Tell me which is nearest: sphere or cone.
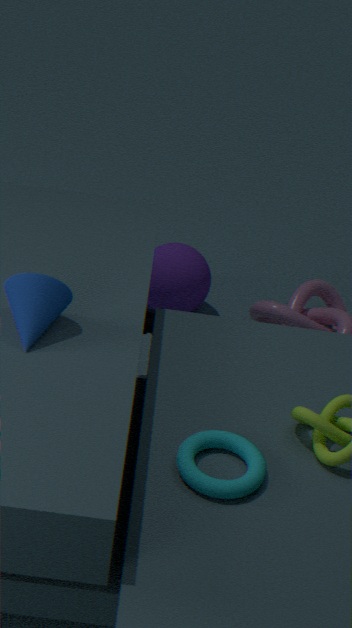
cone
